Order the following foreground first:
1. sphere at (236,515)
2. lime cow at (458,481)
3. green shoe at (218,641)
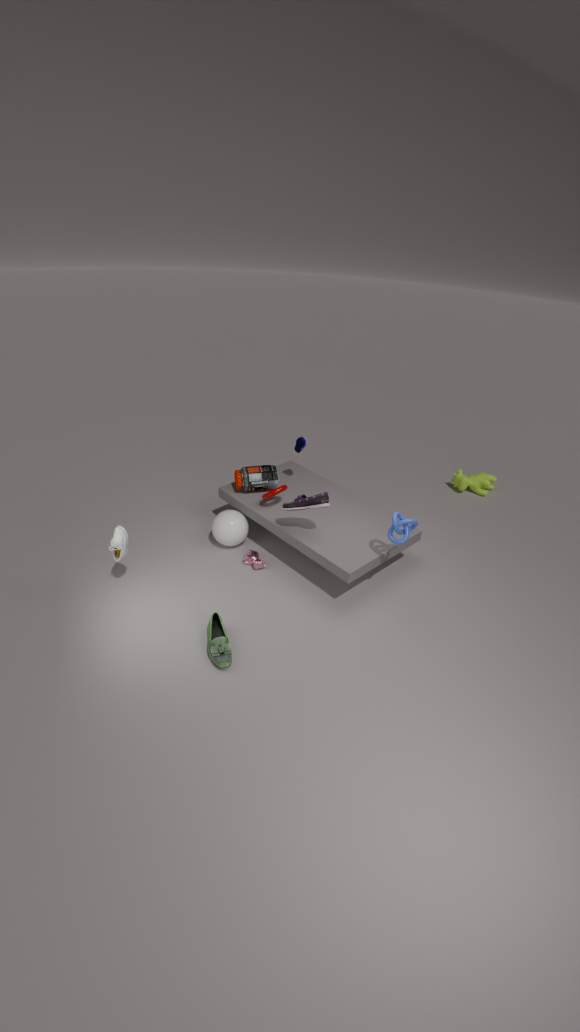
1. green shoe at (218,641)
2. sphere at (236,515)
3. lime cow at (458,481)
